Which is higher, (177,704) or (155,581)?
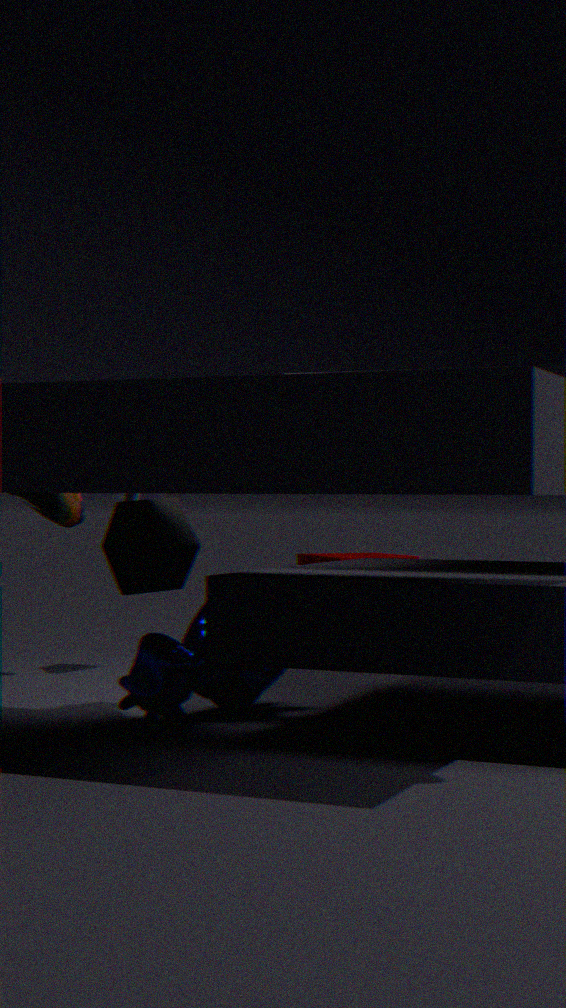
(155,581)
